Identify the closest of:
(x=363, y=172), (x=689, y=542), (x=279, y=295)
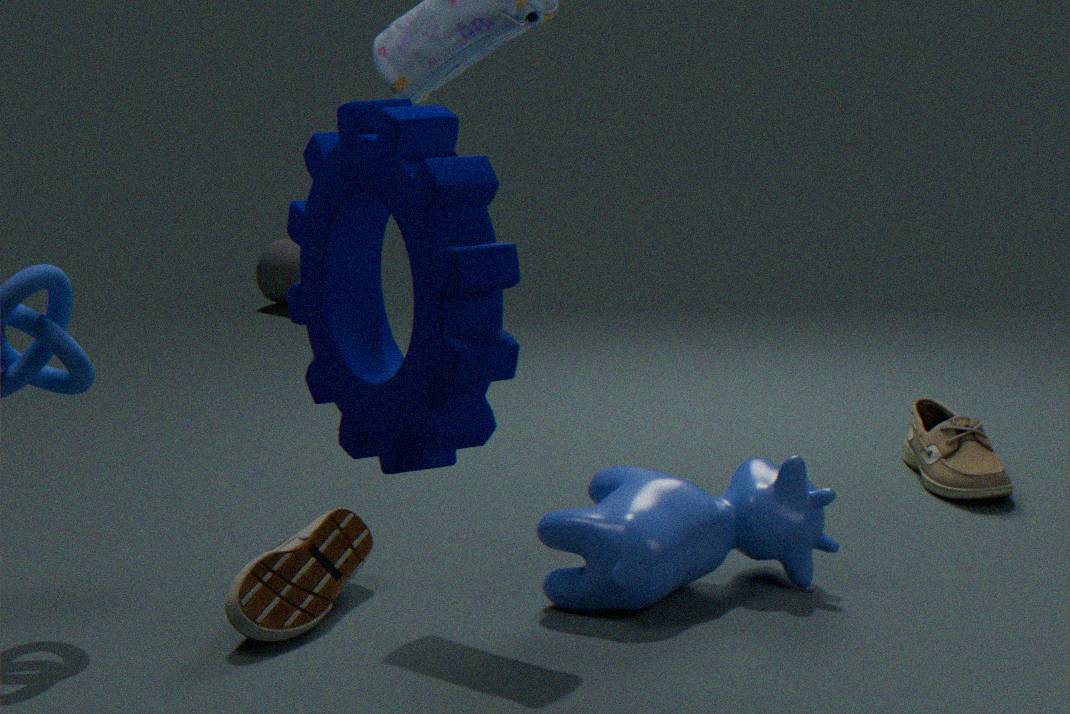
(x=363, y=172)
